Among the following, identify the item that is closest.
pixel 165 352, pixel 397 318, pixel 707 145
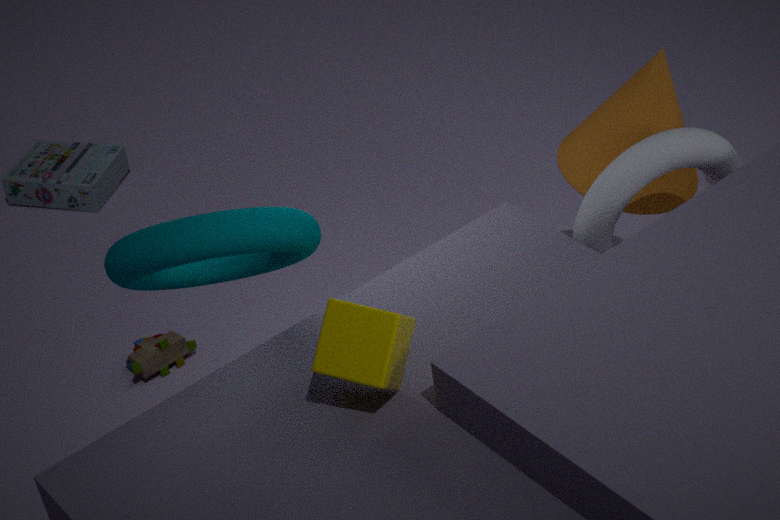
pixel 397 318
